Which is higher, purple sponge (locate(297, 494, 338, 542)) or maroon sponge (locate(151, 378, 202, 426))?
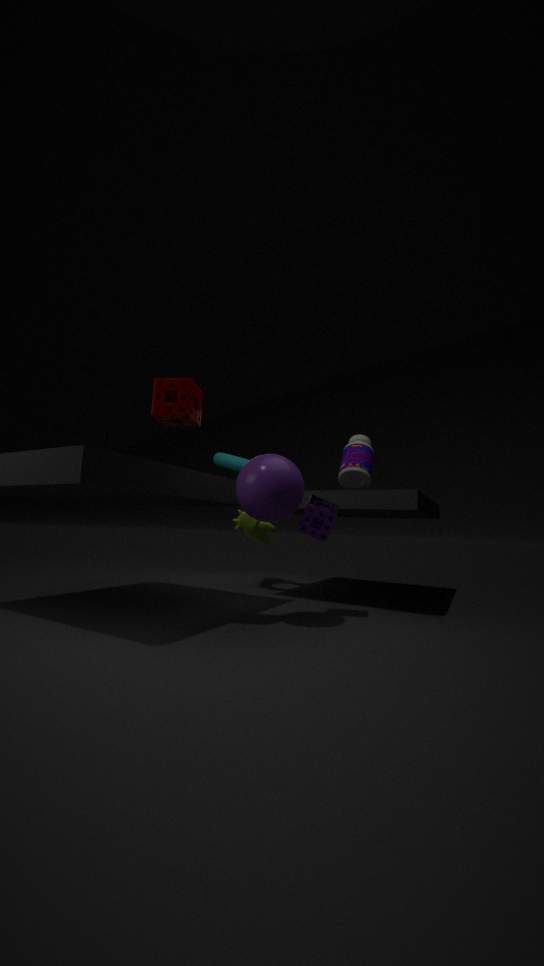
maroon sponge (locate(151, 378, 202, 426))
